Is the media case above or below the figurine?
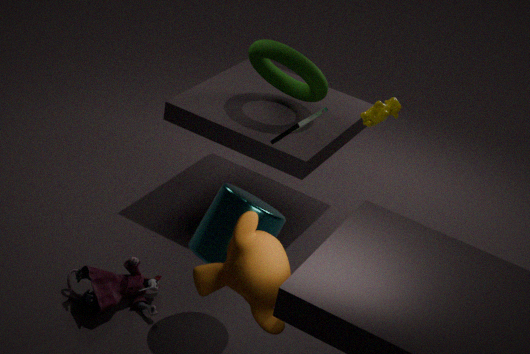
above
